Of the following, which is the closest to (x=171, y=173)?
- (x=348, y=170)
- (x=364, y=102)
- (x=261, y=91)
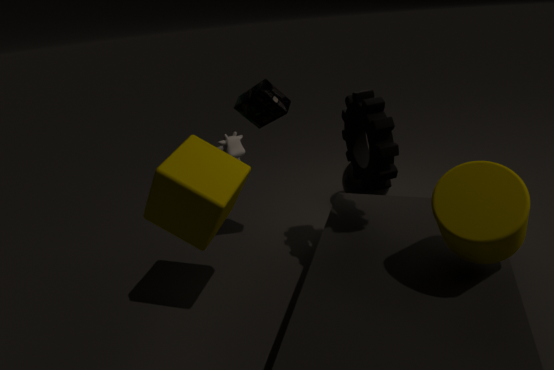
(x=261, y=91)
